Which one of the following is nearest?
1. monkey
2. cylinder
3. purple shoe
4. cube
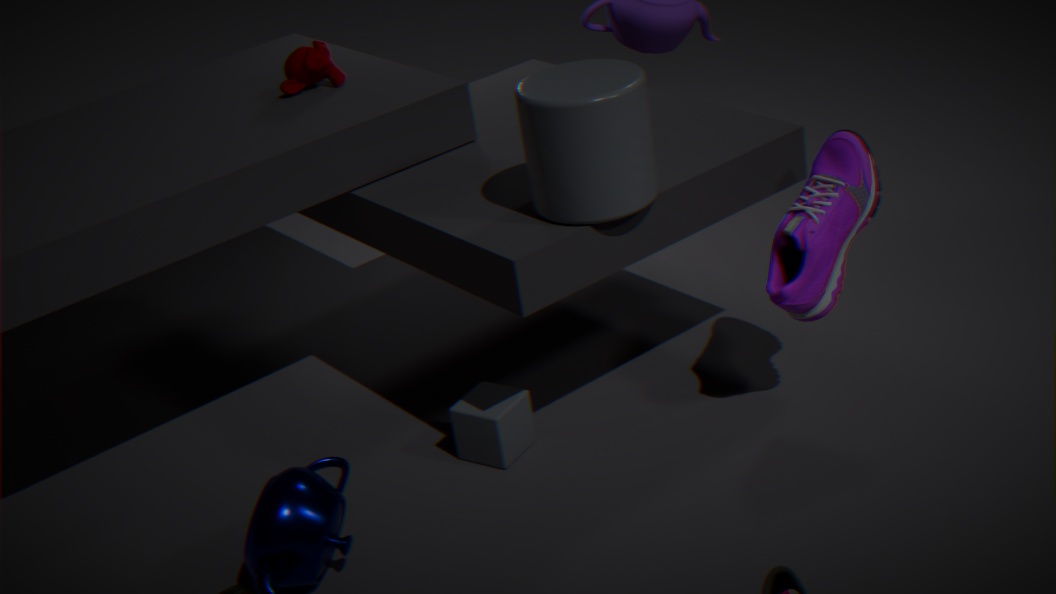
cylinder
